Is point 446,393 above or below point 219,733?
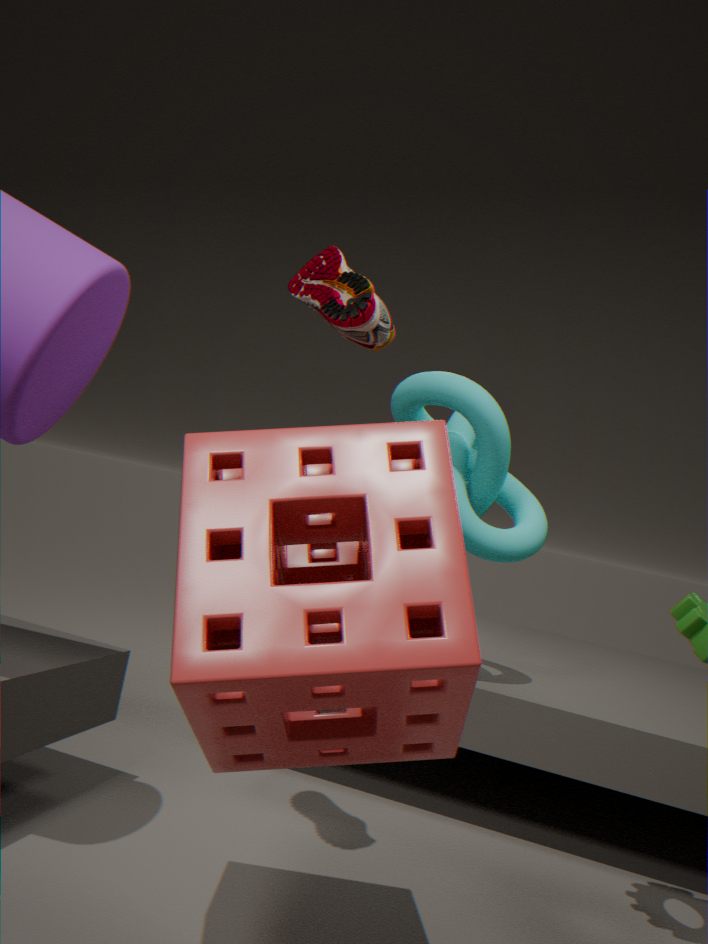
above
